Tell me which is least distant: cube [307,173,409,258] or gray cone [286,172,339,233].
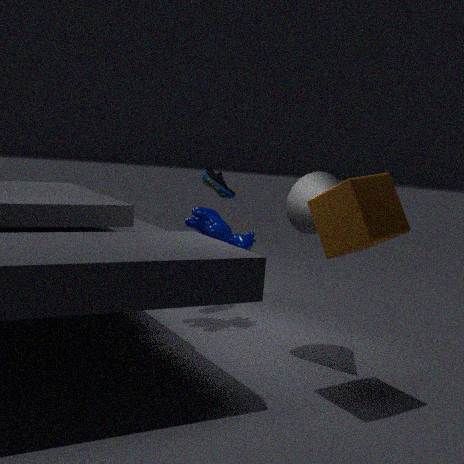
cube [307,173,409,258]
